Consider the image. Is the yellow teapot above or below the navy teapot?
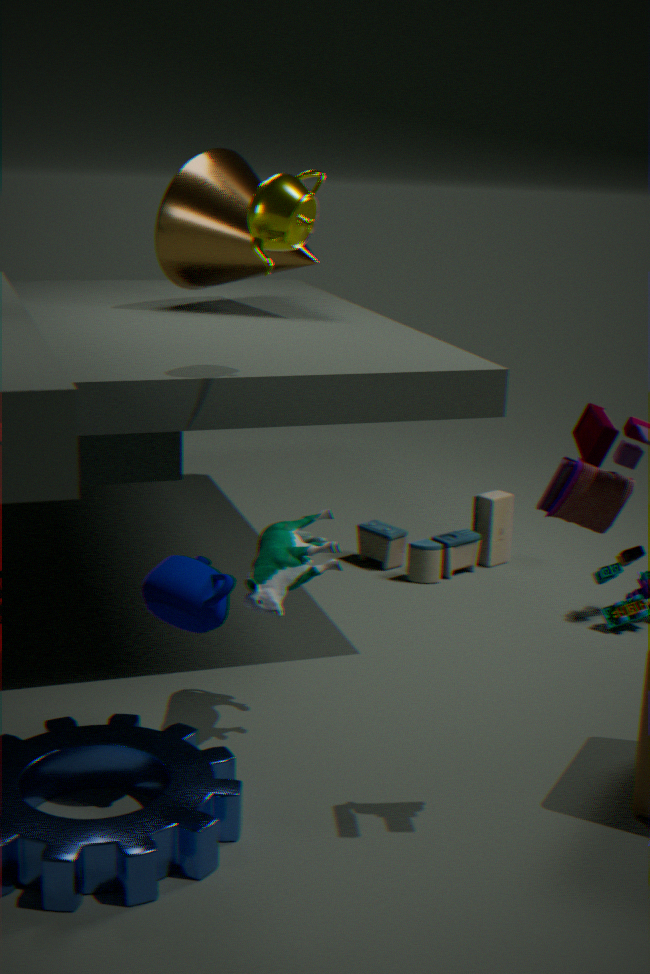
above
